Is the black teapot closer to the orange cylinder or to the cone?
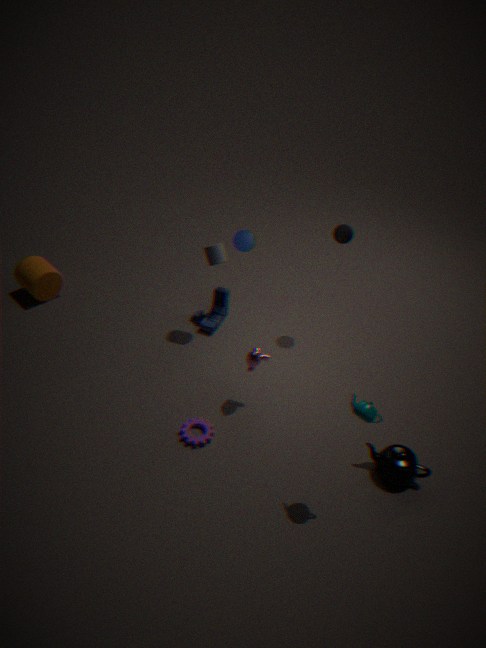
the cone
